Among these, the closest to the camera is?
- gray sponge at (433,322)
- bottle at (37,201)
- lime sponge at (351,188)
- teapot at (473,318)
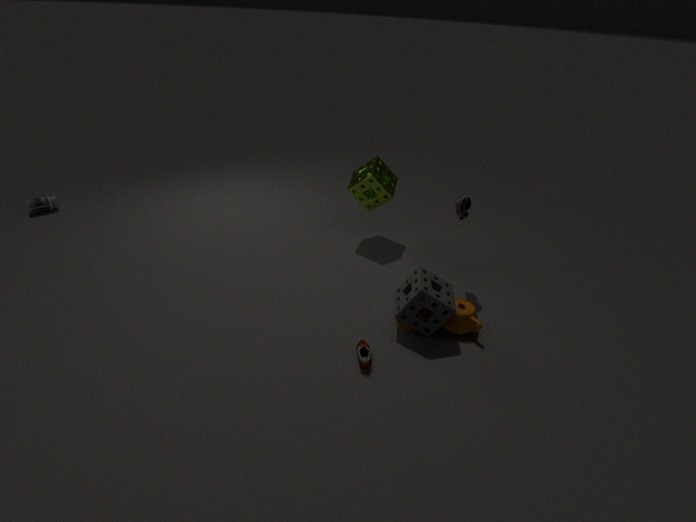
gray sponge at (433,322)
